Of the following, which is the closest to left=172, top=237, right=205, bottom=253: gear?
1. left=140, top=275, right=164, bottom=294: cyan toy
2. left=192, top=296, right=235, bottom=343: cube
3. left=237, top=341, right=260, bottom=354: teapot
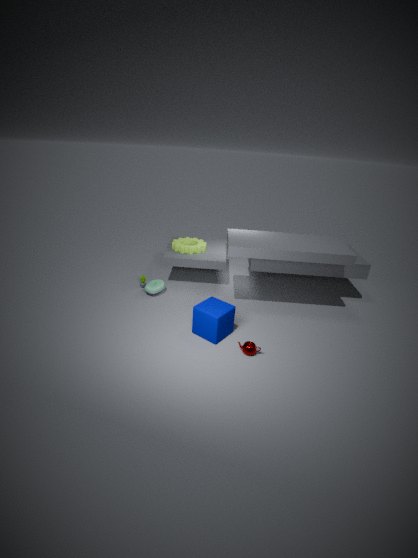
left=140, top=275, right=164, bottom=294: cyan toy
